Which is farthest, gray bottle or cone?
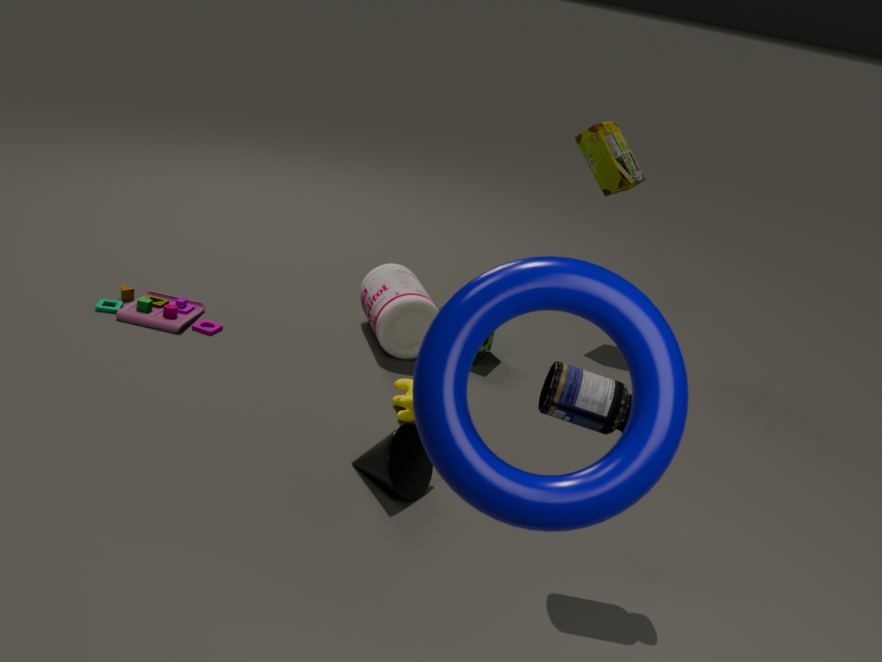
gray bottle
